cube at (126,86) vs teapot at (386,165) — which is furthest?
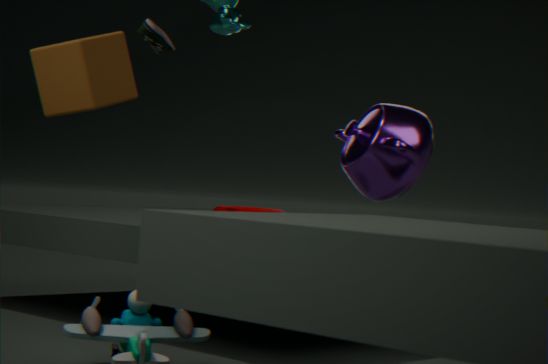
teapot at (386,165)
